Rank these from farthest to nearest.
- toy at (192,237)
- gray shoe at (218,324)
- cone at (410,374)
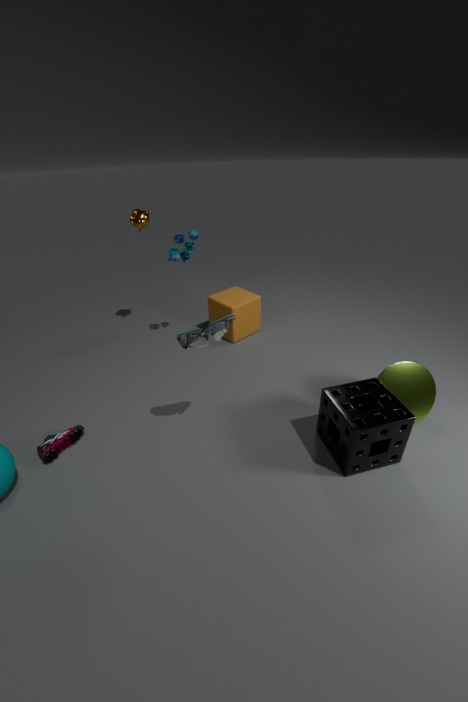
toy at (192,237), cone at (410,374), gray shoe at (218,324)
